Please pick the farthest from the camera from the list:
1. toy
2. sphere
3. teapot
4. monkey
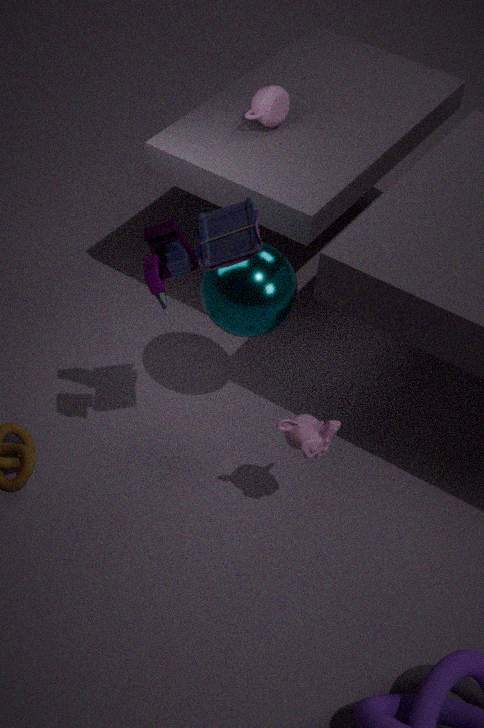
teapot
